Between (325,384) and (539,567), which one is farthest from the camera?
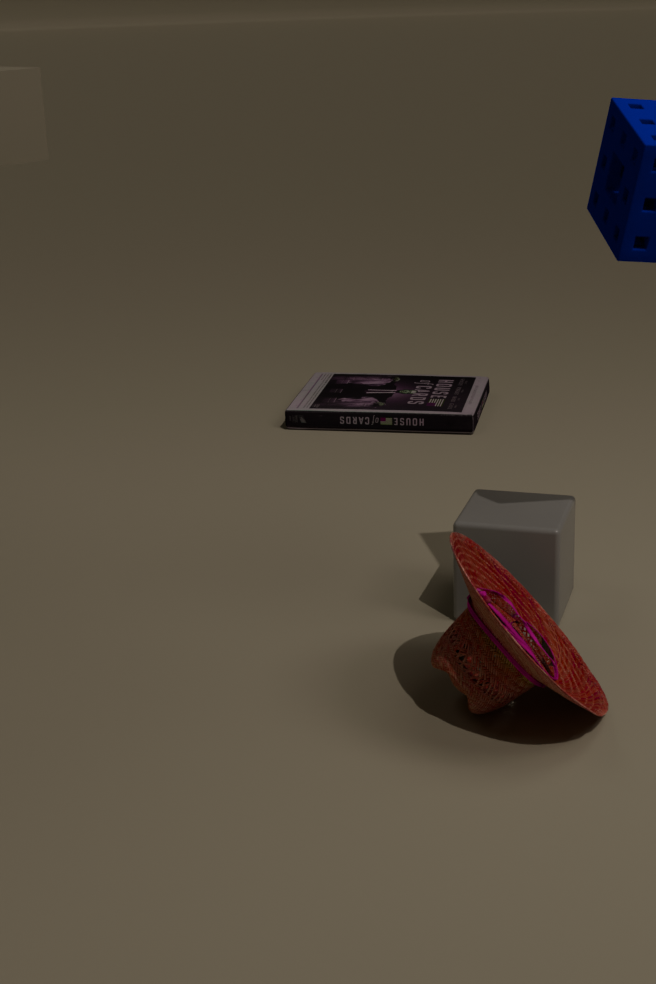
(325,384)
